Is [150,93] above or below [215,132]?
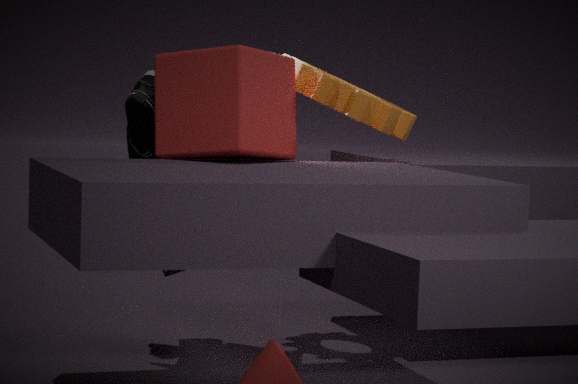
below
